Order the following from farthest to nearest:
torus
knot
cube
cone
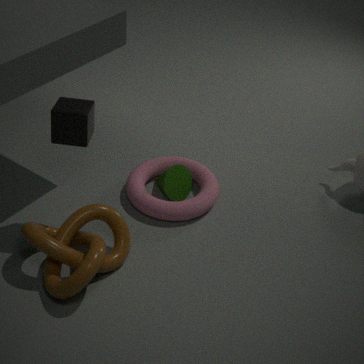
cone < torus < cube < knot
